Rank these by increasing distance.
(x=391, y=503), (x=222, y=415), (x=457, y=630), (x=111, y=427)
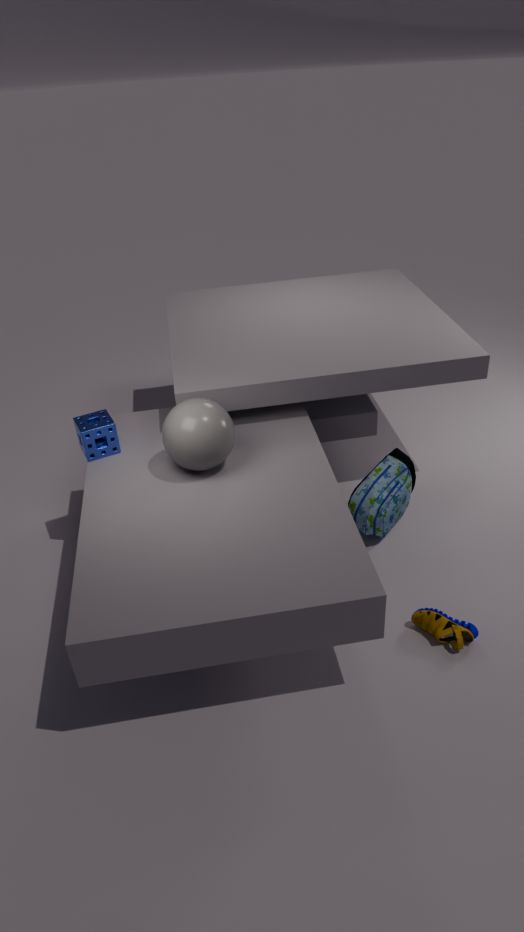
1. (x=457, y=630)
2. (x=222, y=415)
3. (x=111, y=427)
4. (x=391, y=503)
